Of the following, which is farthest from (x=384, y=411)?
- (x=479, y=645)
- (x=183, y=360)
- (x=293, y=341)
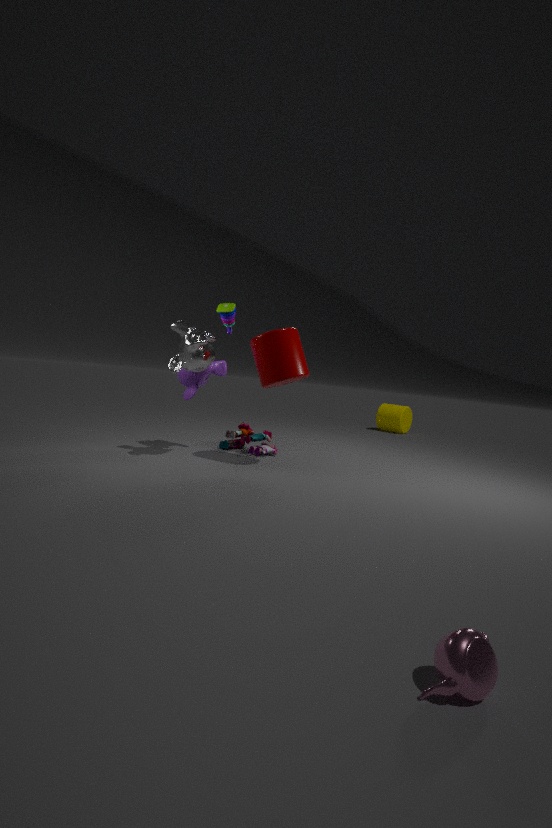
(x=479, y=645)
